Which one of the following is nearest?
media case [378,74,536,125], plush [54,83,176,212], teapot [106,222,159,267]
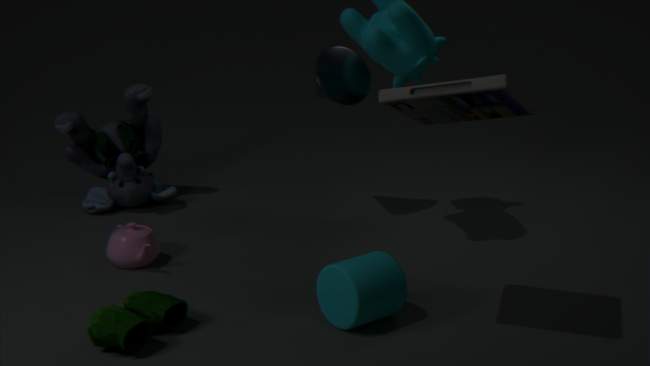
media case [378,74,536,125]
